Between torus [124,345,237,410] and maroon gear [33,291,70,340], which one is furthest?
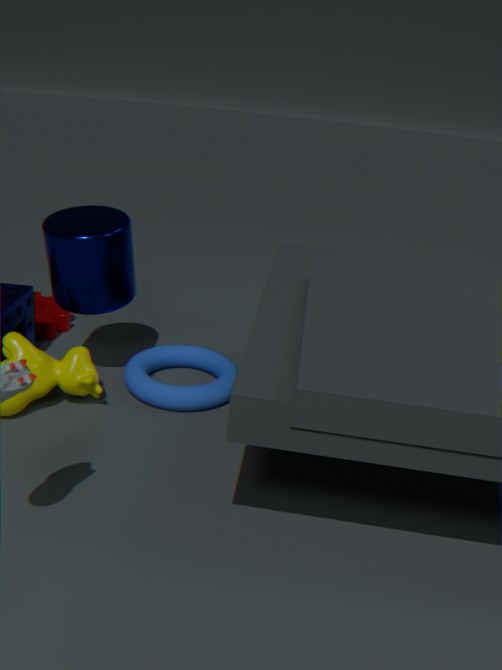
maroon gear [33,291,70,340]
